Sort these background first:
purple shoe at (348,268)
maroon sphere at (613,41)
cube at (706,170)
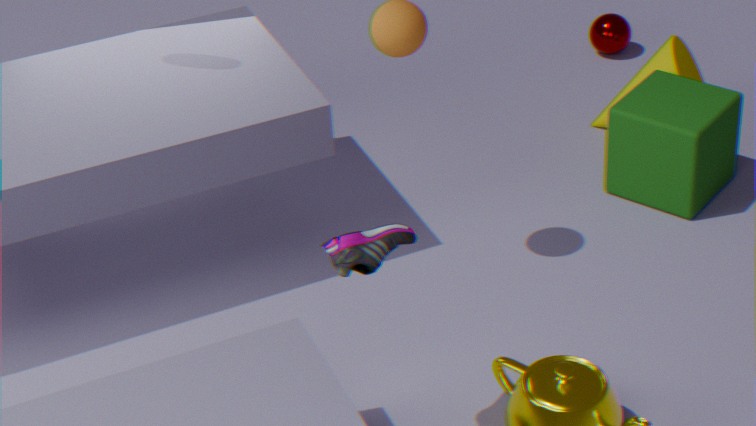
maroon sphere at (613,41) → cube at (706,170) → purple shoe at (348,268)
